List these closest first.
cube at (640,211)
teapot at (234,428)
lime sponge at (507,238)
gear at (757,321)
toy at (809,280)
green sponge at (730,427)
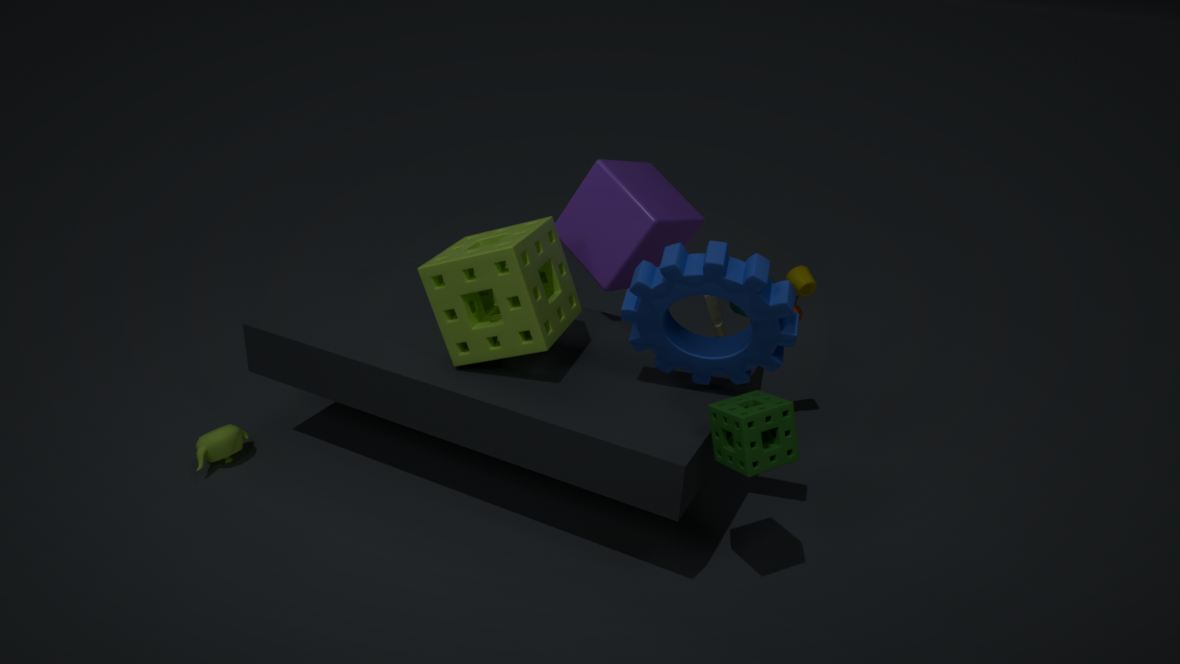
1. green sponge at (730,427)
2. gear at (757,321)
3. lime sponge at (507,238)
4. cube at (640,211)
5. teapot at (234,428)
6. toy at (809,280)
